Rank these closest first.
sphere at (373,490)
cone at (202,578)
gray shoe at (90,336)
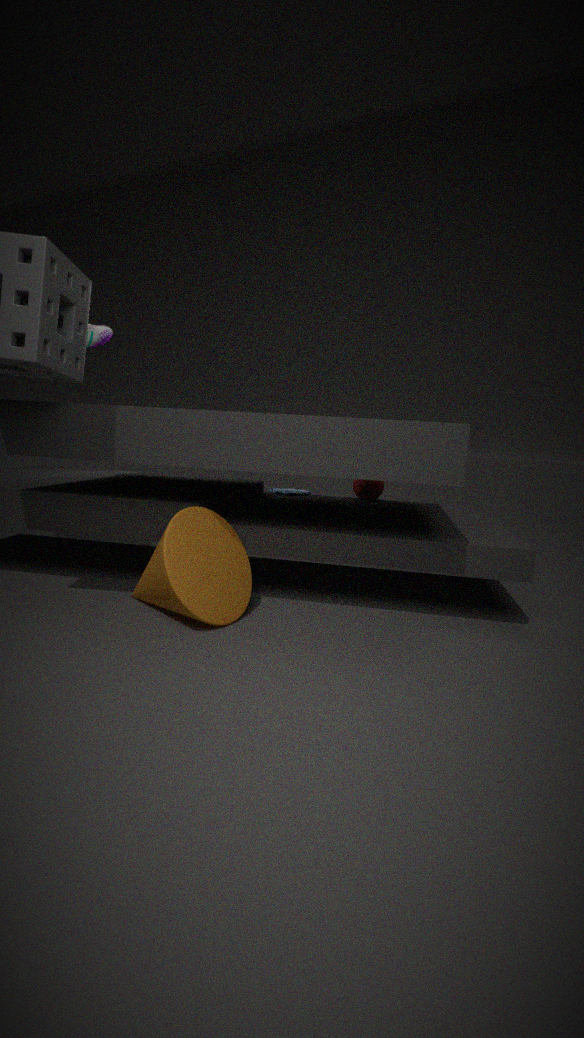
cone at (202,578) < gray shoe at (90,336) < sphere at (373,490)
